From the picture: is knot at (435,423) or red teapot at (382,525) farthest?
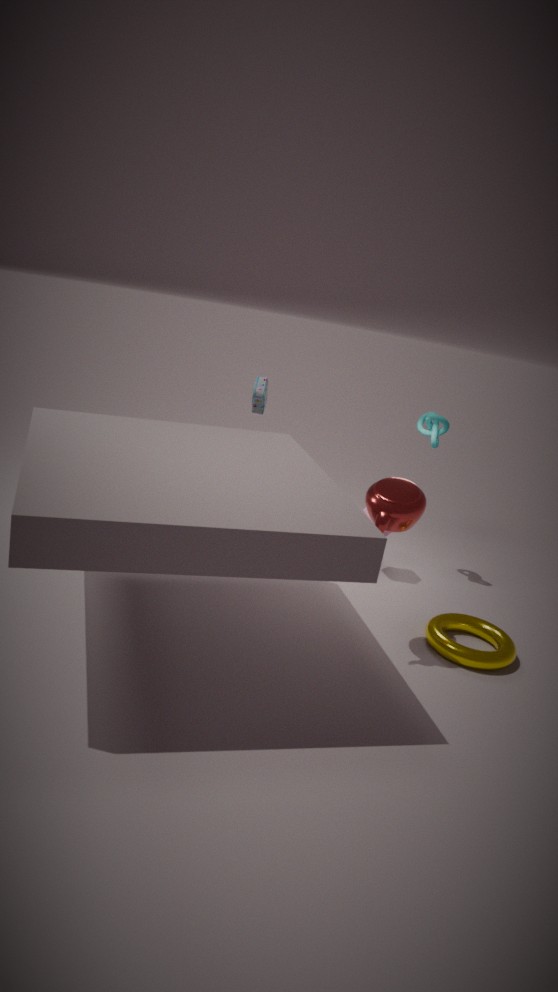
knot at (435,423)
